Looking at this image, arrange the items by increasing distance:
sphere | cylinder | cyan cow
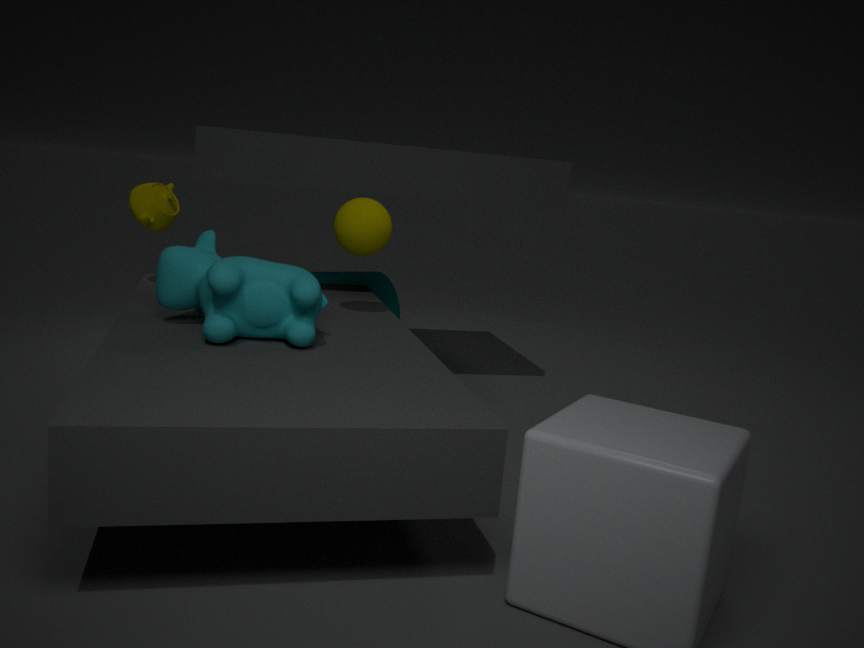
cyan cow
sphere
cylinder
